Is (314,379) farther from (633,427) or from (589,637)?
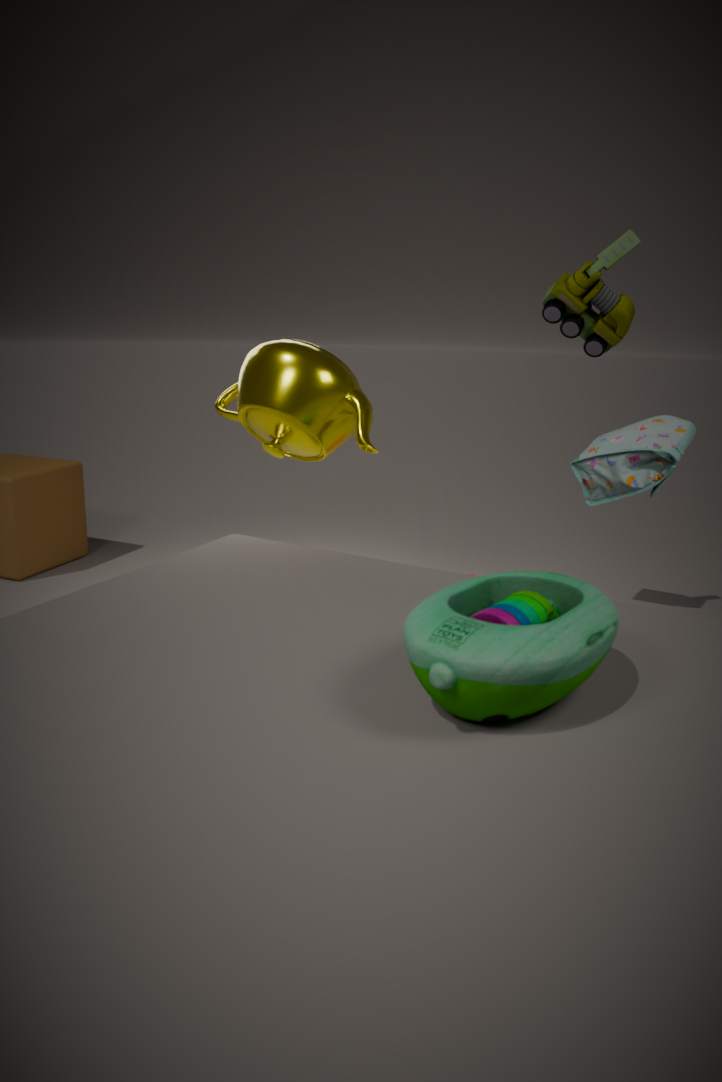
(589,637)
